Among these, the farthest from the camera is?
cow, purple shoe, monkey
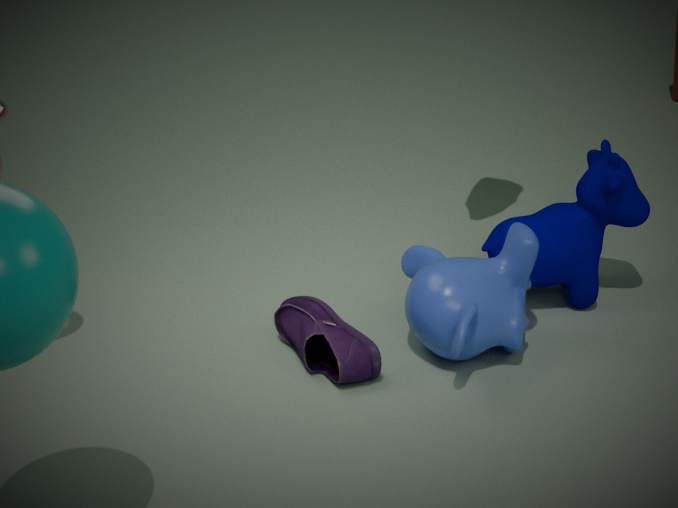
cow
